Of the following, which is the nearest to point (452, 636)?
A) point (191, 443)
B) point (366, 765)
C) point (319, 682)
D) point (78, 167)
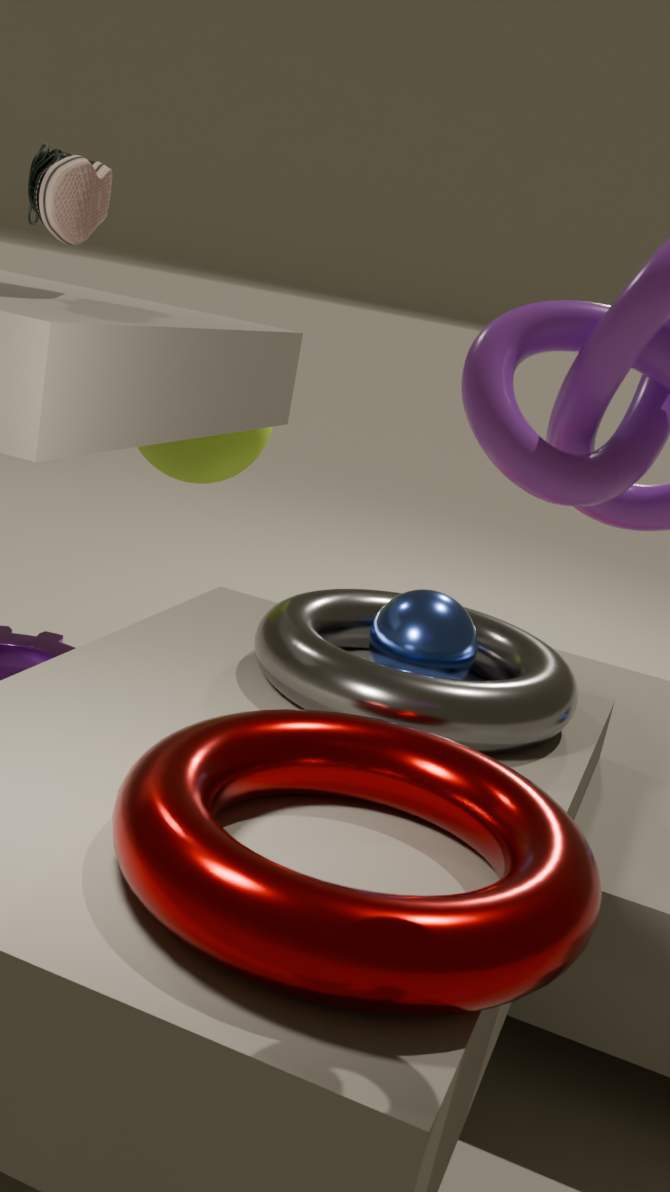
point (319, 682)
